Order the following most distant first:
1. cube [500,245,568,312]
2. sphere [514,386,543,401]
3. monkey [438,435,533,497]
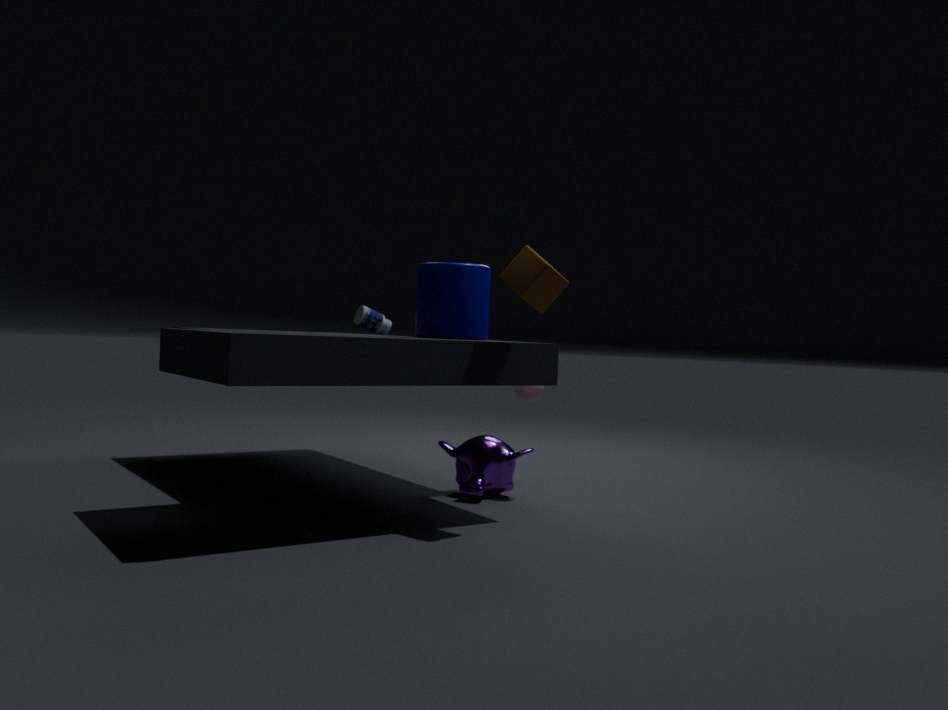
sphere [514,386,543,401], monkey [438,435,533,497], cube [500,245,568,312]
